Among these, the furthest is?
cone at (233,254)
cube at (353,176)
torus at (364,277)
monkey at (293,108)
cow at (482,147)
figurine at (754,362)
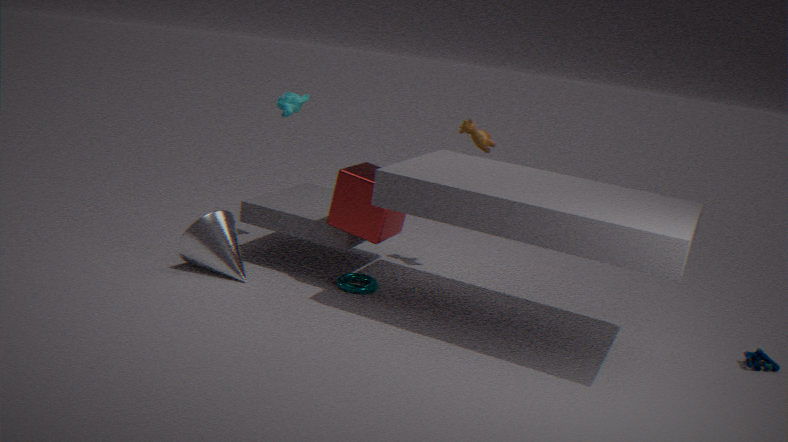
monkey at (293,108)
